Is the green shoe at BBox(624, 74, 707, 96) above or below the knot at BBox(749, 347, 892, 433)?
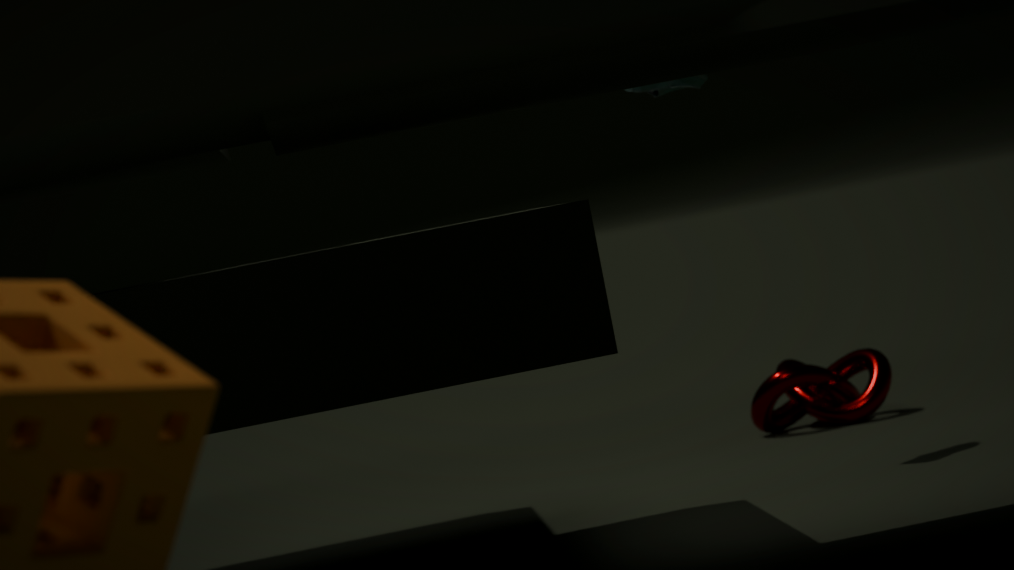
above
